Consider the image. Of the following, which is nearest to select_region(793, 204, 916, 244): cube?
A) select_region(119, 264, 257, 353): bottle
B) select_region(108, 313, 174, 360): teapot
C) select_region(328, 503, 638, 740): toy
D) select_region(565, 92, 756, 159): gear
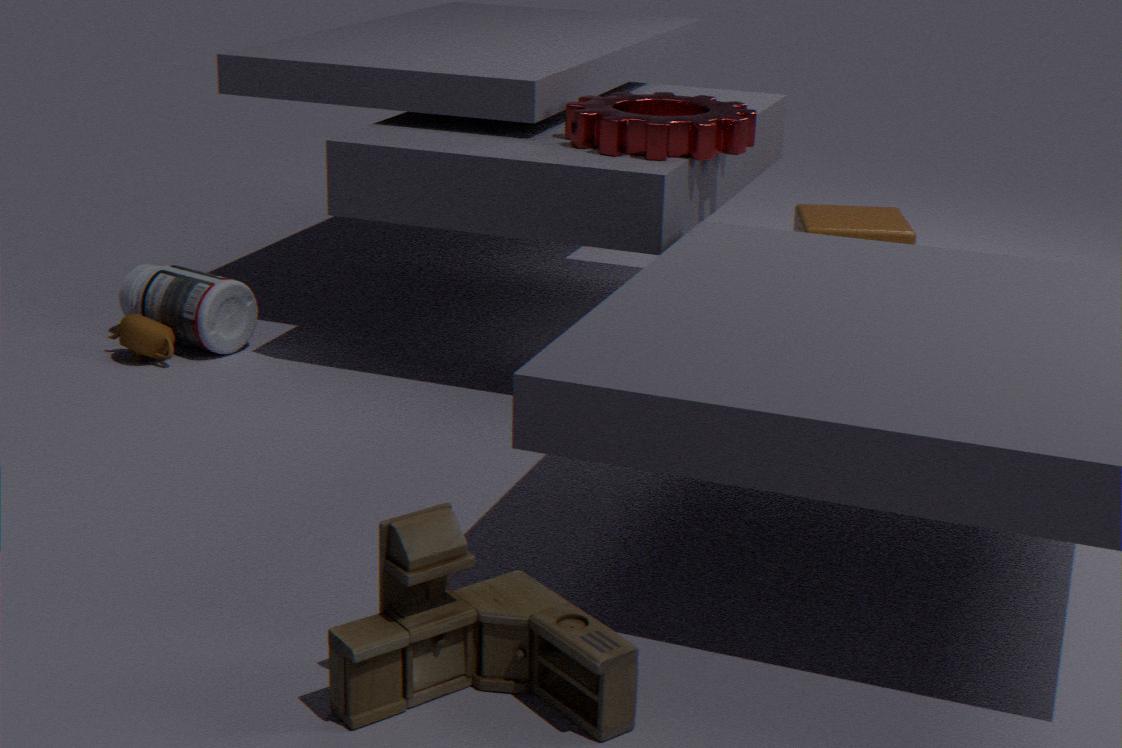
select_region(565, 92, 756, 159): gear
